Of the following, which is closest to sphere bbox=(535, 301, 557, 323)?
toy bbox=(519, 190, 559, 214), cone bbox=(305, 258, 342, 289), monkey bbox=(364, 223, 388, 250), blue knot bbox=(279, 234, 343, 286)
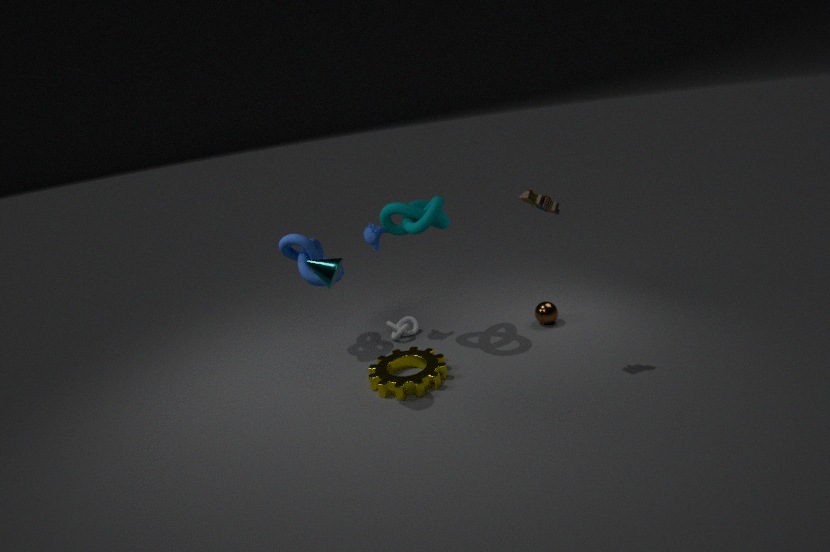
toy bbox=(519, 190, 559, 214)
